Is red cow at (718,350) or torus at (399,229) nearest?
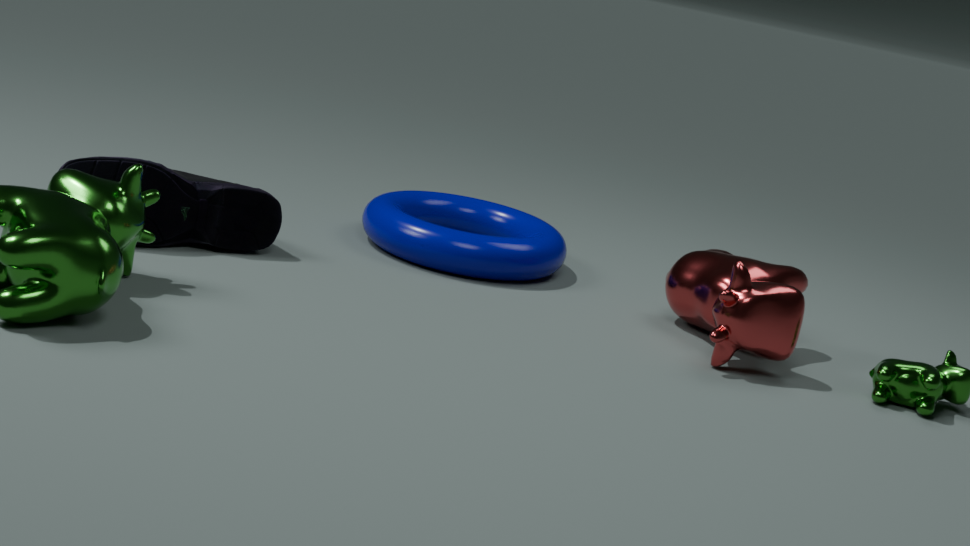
red cow at (718,350)
